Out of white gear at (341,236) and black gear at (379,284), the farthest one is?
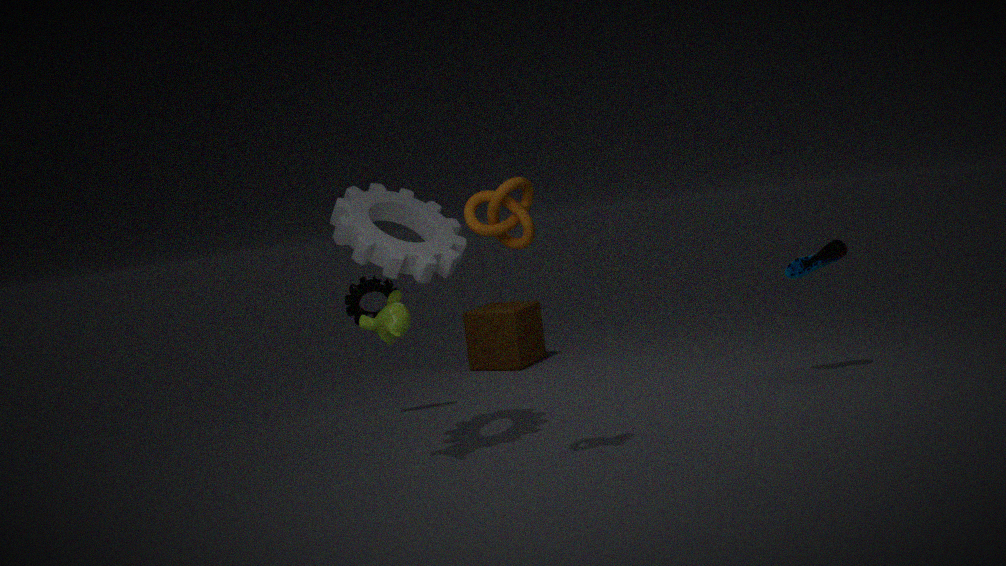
black gear at (379,284)
